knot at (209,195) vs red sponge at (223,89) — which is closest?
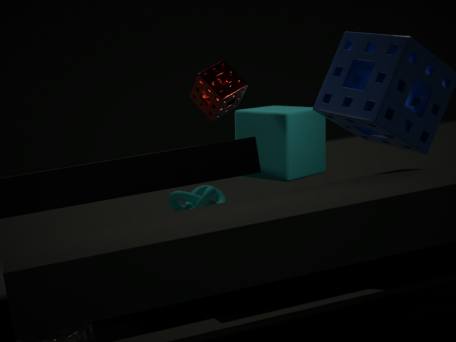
red sponge at (223,89)
